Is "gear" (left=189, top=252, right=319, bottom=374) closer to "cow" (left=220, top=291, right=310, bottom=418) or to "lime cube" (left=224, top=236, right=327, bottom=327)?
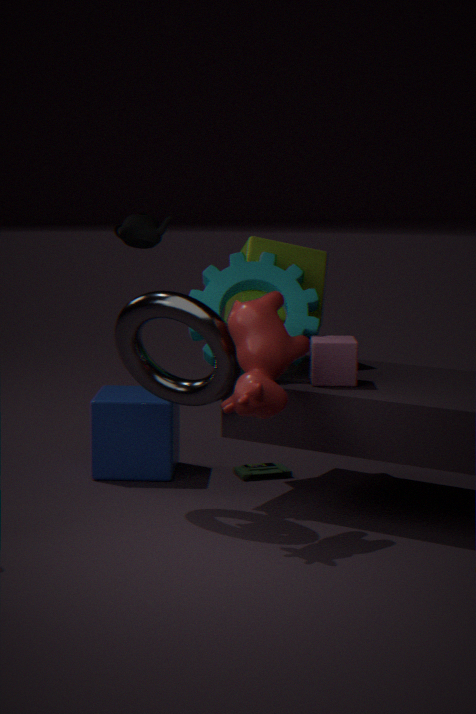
"lime cube" (left=224, top=236, right=327, bottom=327)
